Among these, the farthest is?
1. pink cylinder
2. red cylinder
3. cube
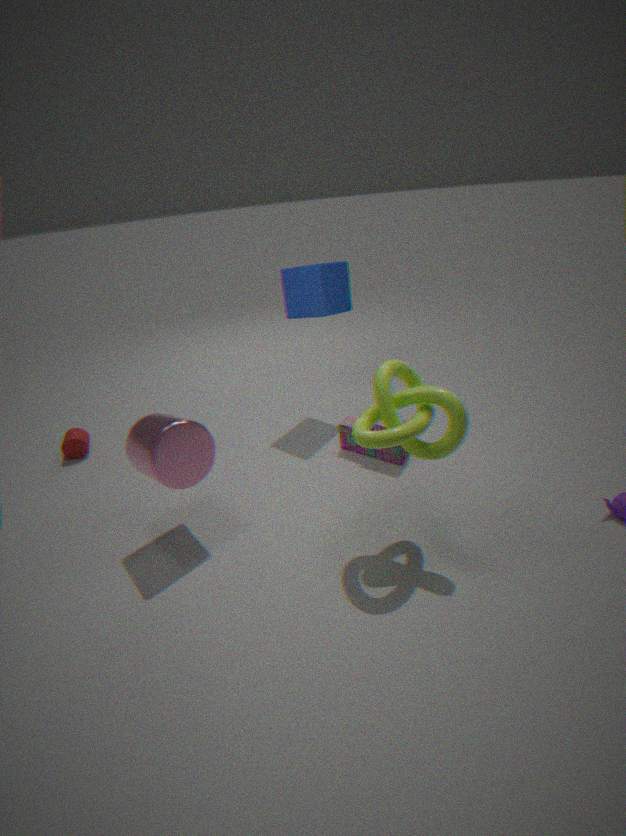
red cylinder
